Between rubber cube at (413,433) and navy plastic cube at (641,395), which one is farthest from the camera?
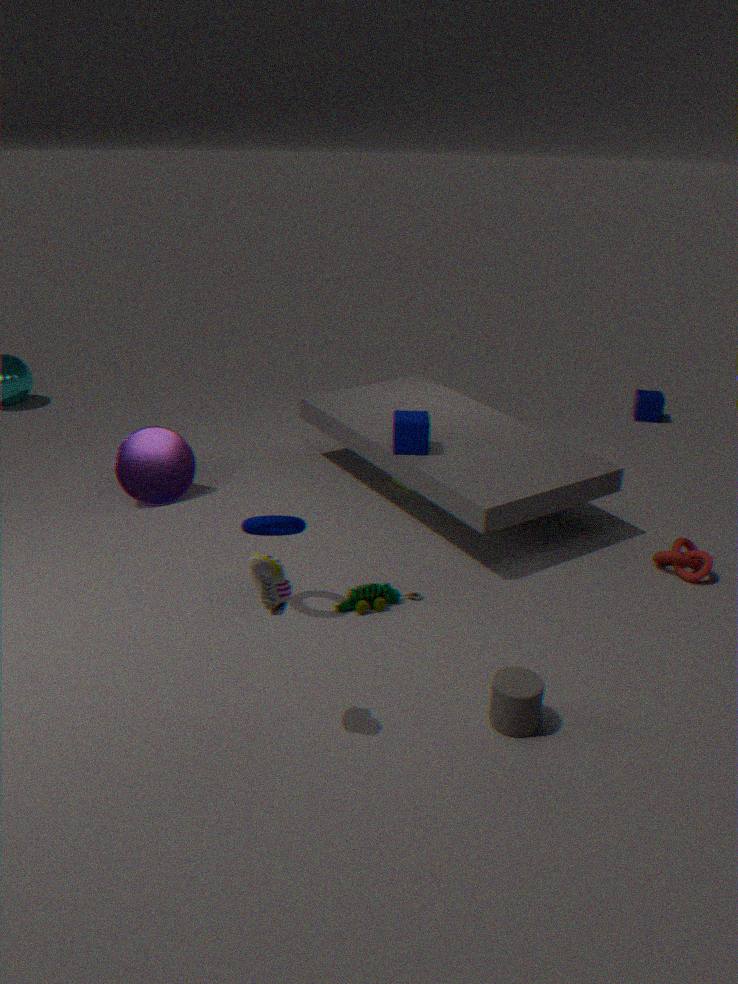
navy plastic cube at (641,395)
